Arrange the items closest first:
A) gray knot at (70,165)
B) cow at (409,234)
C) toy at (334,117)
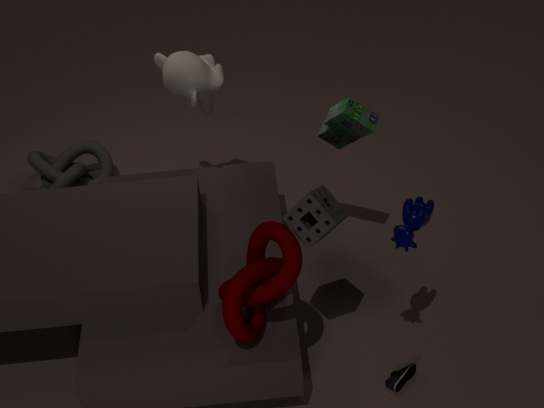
cow at (409,234) → toy at (334,117) → gray knot at (70,165)
